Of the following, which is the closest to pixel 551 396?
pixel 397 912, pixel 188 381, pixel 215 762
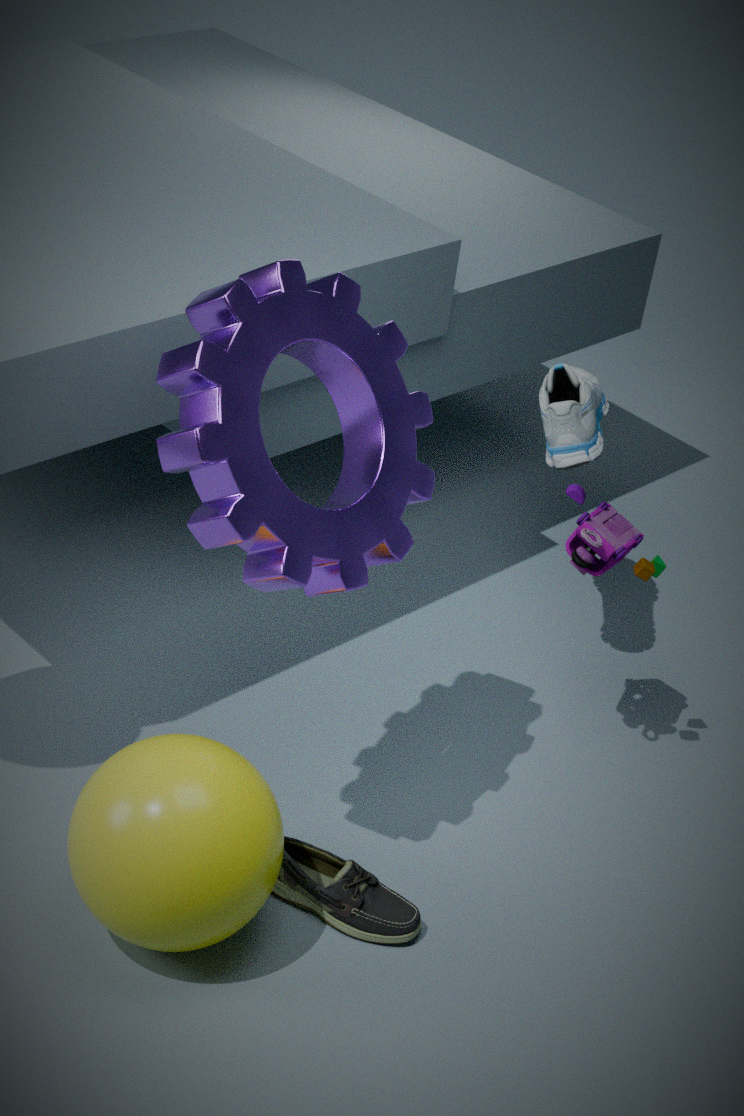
pixel 188 381
